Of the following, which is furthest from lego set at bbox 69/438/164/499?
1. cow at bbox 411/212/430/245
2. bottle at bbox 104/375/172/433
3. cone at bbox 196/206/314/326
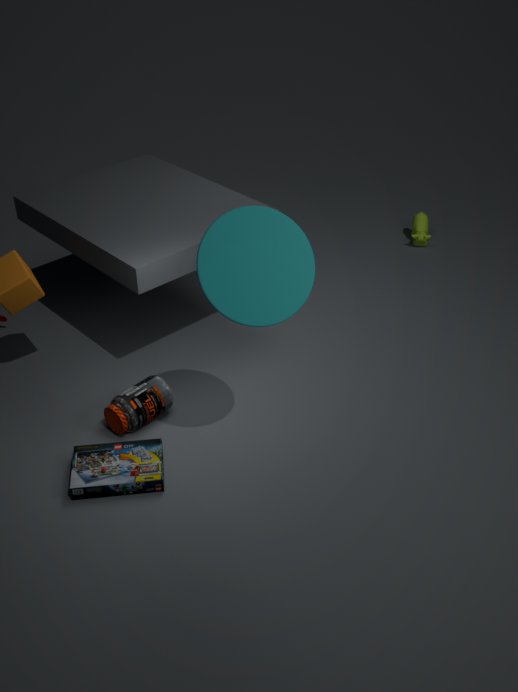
cow at bbox 411/212/430/245
